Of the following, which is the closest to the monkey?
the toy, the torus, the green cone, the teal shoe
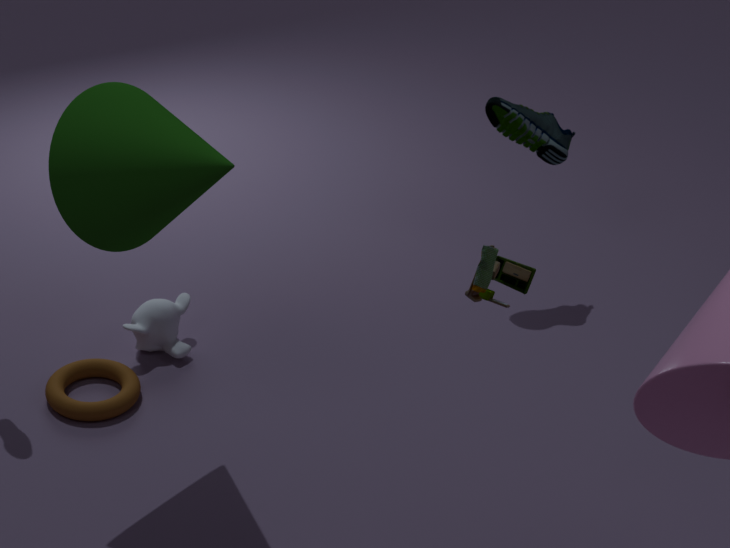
the torus
